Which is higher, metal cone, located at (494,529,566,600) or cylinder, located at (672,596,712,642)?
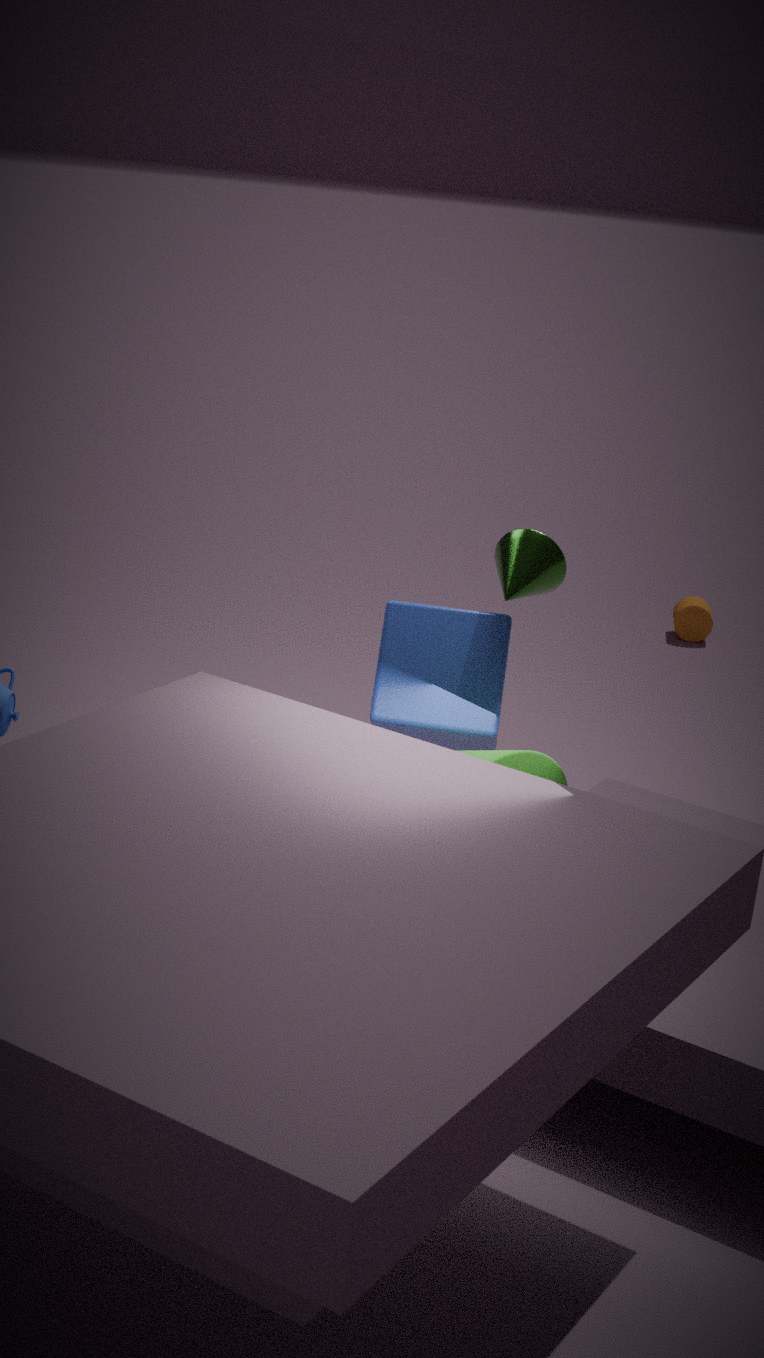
metal cone, located at (494,529,566,600)
